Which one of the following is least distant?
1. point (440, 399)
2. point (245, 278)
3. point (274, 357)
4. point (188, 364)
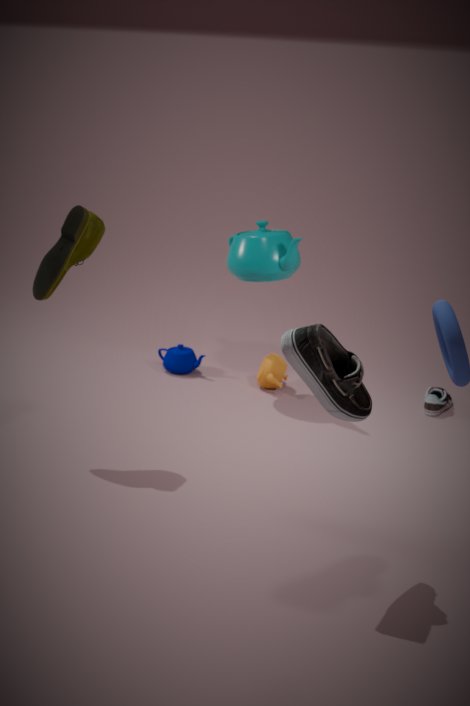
point (245, 278)
